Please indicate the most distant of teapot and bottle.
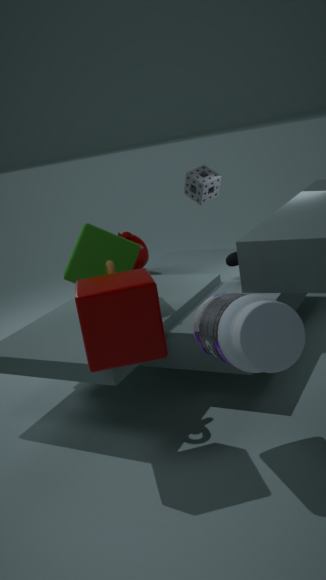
teapot
